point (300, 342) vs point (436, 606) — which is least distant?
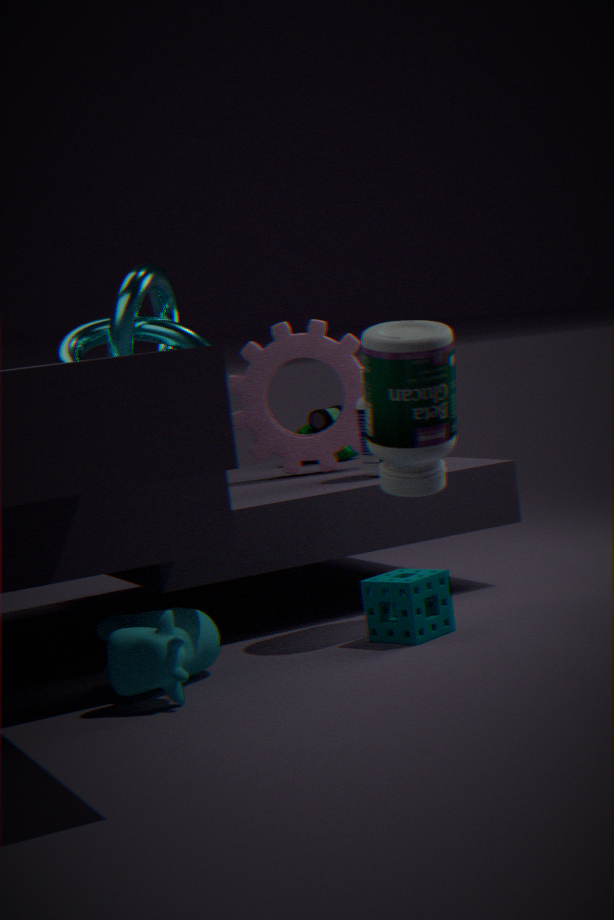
point (436, 606)
